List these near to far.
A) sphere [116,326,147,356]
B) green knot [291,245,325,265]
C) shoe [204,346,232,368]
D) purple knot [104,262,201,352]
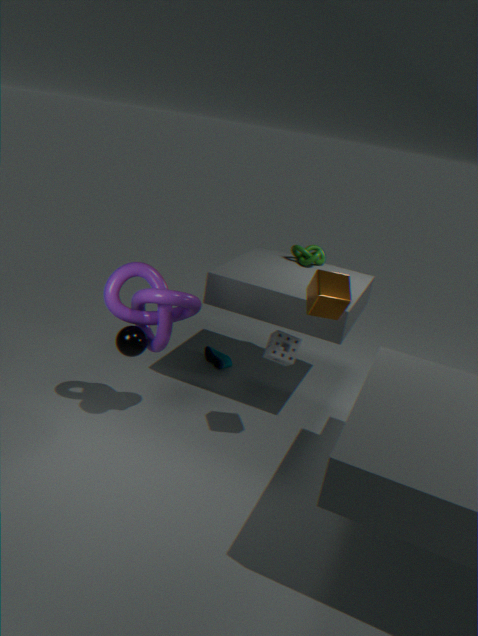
purple knot [104,262,201,352] → sphere [116,326,147,356] → green knot [291,245,325,265] → shoe [204,346,232,368]
